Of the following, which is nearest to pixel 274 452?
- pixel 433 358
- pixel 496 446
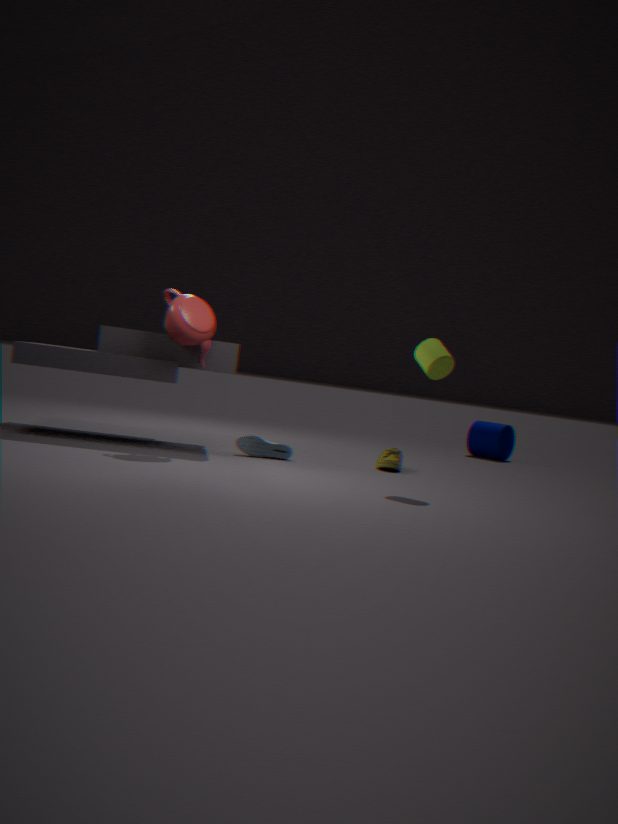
pixel 433 358
